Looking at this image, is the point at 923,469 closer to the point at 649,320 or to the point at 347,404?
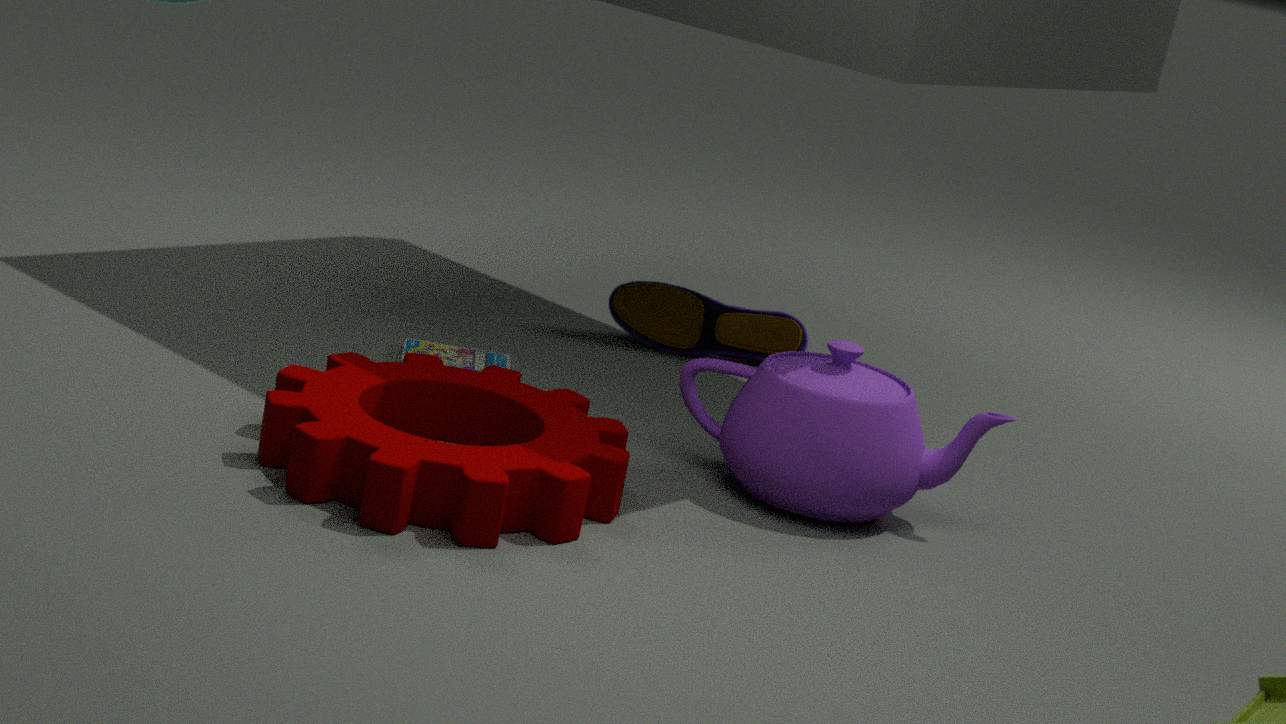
the point at 347,404
